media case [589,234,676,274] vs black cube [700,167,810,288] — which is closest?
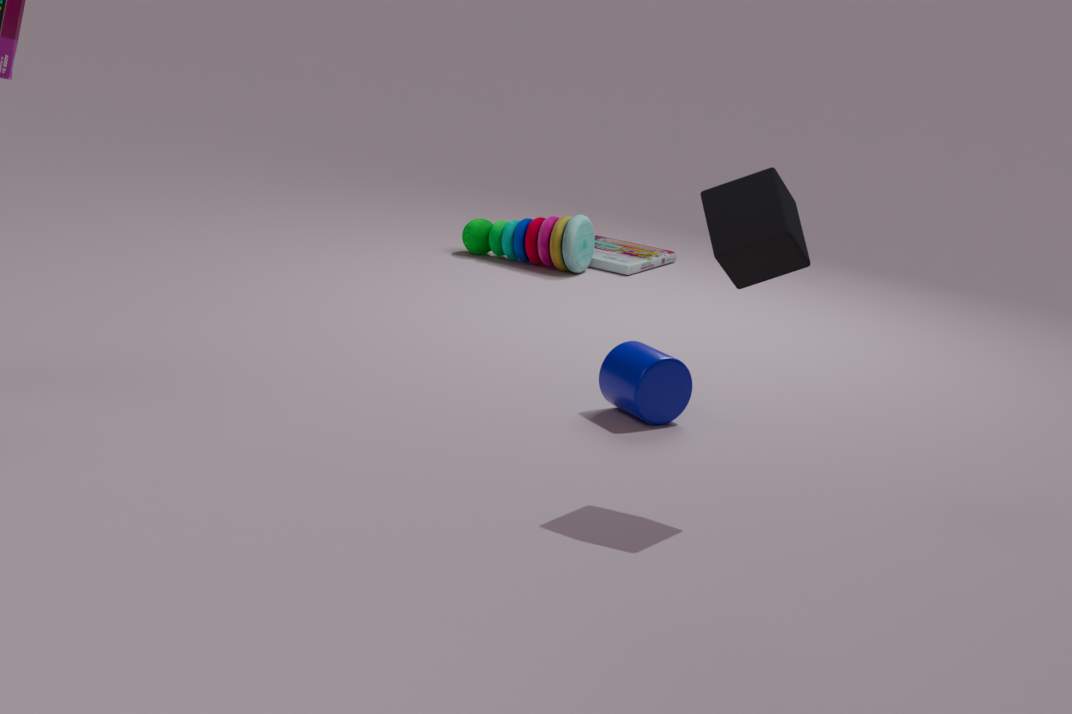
black cube [700,167,810,288]
